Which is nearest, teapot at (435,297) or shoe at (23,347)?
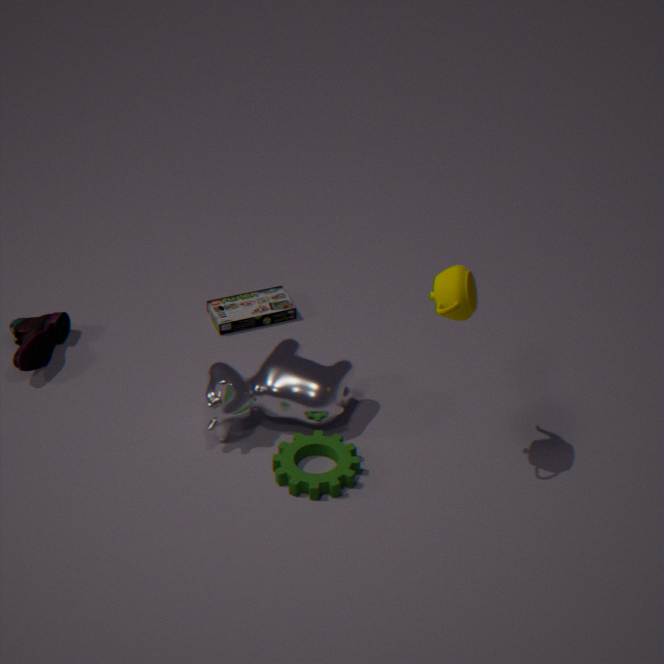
teapot at (435,297)
